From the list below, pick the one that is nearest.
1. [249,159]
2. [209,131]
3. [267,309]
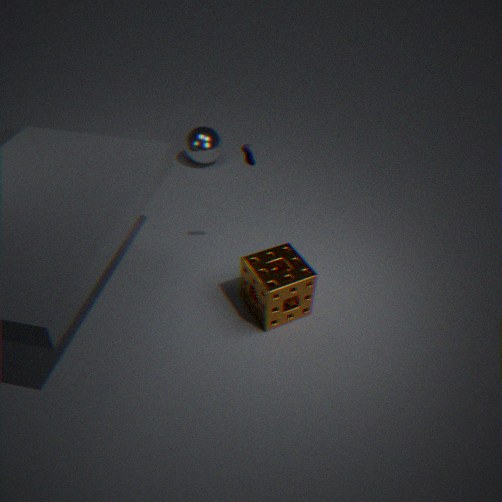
[267,309]
